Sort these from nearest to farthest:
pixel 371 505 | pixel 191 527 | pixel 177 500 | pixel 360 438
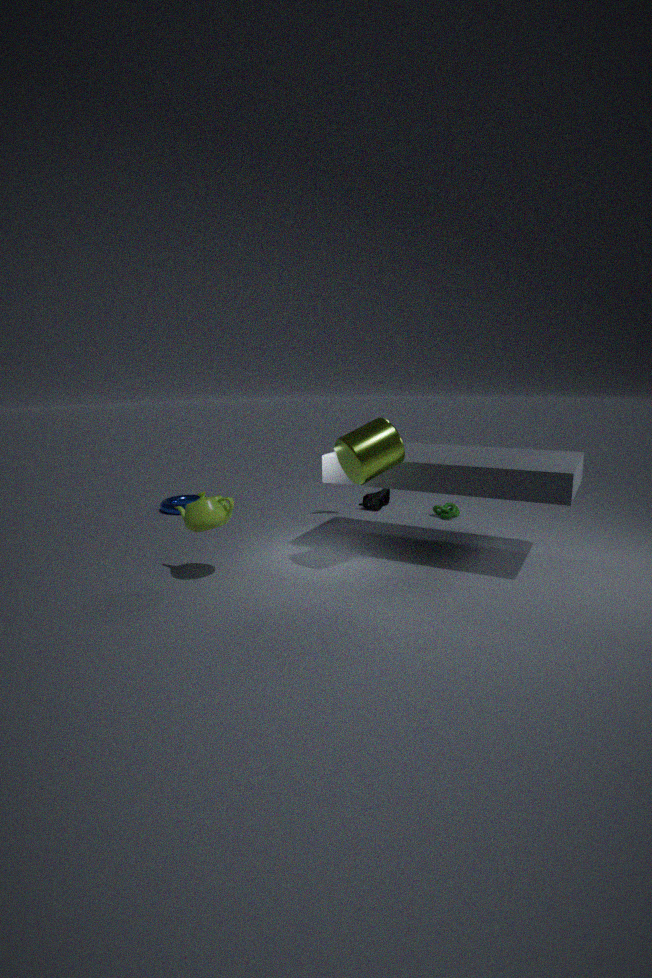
pixel 360 438
pixel 191 527
pixel 371 505
pixel 177 500
